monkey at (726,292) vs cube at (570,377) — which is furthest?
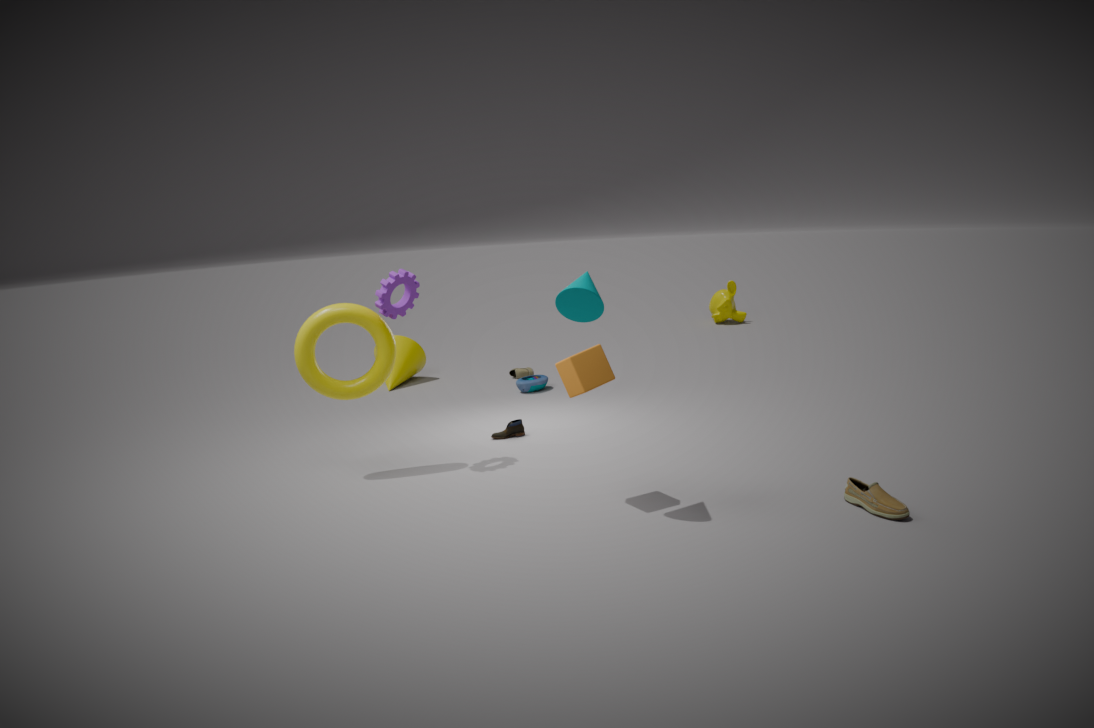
monkey at (726,292)
